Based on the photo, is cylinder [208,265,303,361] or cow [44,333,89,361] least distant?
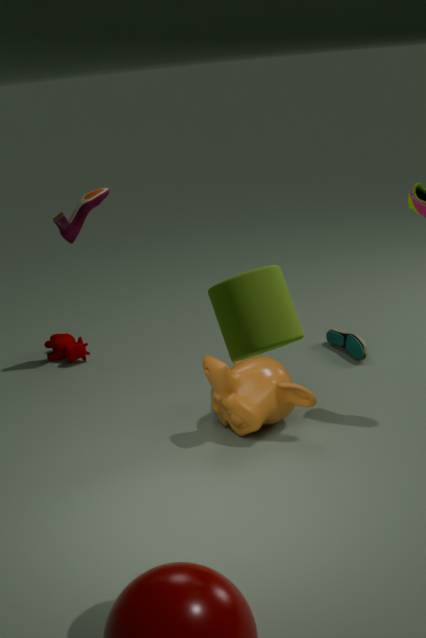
cylinder [208,265,303,361]
